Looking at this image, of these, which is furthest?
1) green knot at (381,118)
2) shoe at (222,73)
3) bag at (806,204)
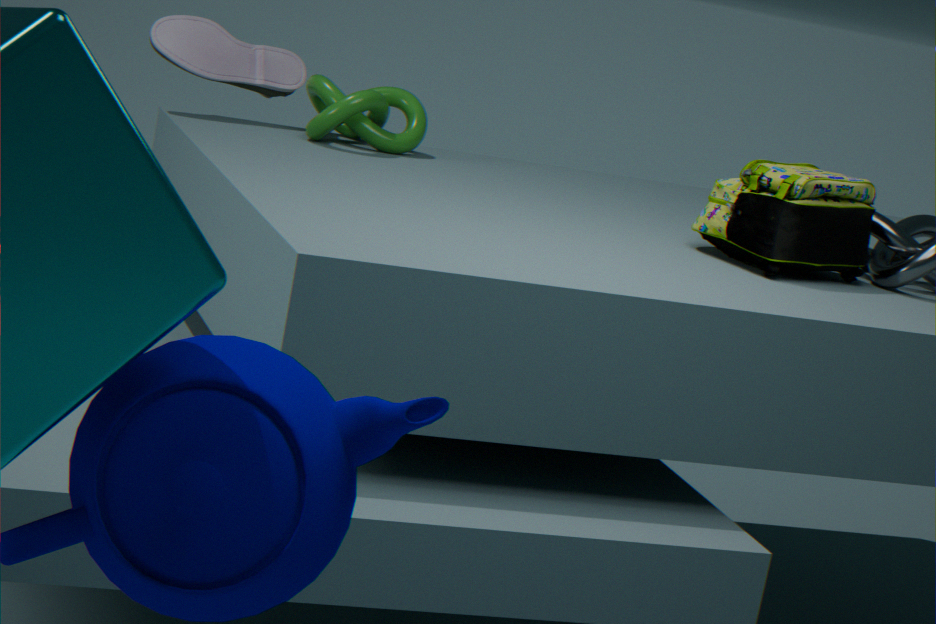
2. shoe at (222,73)
